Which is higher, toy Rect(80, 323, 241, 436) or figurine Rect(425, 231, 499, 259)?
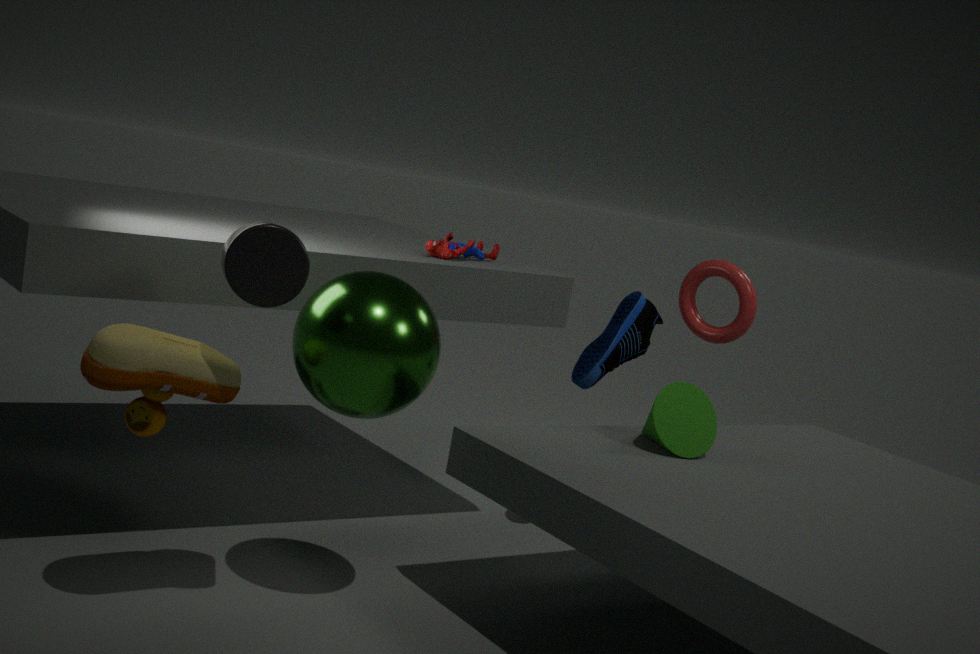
figurine Rect(425, 231, 499, 259)
